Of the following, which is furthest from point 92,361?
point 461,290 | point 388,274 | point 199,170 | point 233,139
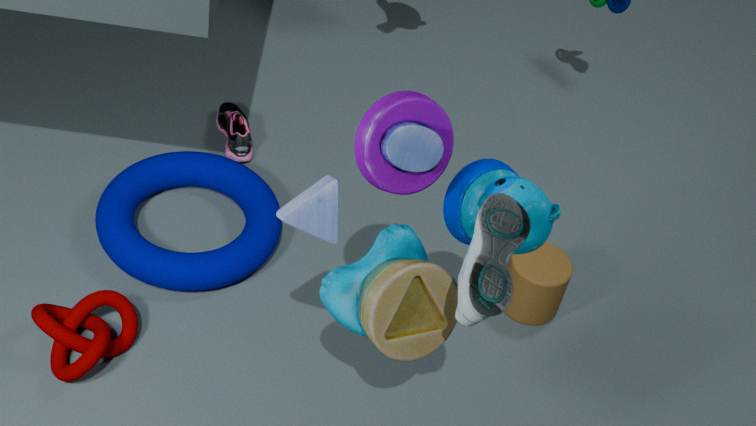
point 461,290
